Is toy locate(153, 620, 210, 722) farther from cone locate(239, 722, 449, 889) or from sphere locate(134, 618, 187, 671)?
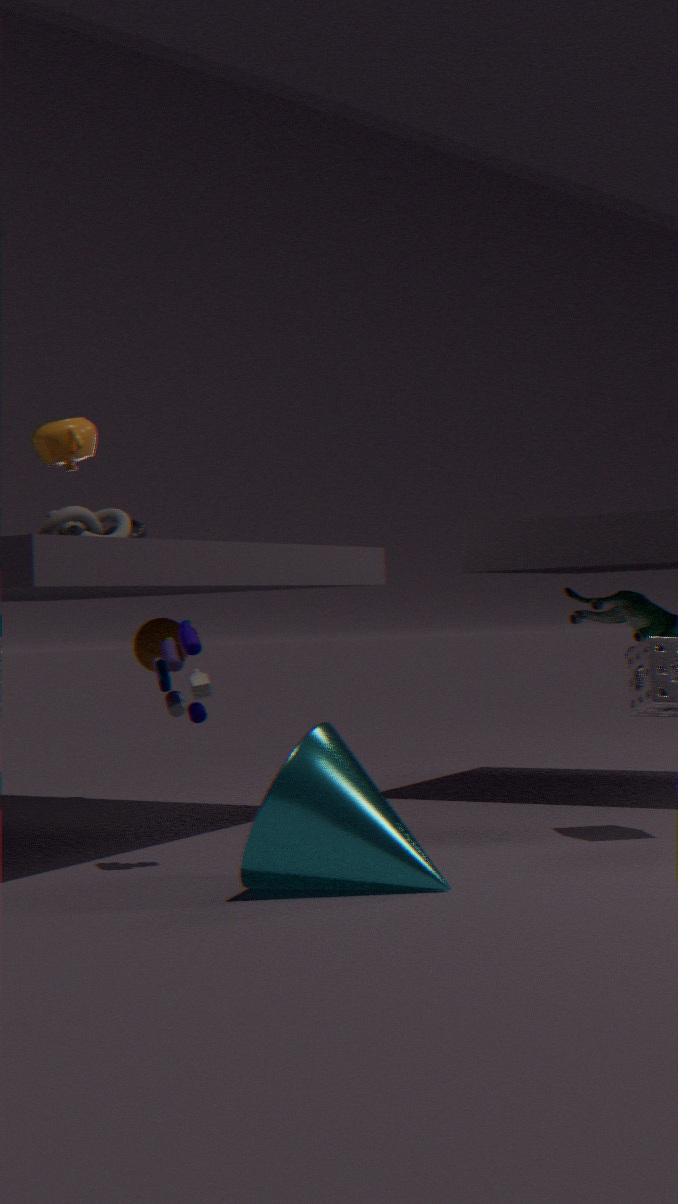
sphere locate(134, 618, 187, 671)
